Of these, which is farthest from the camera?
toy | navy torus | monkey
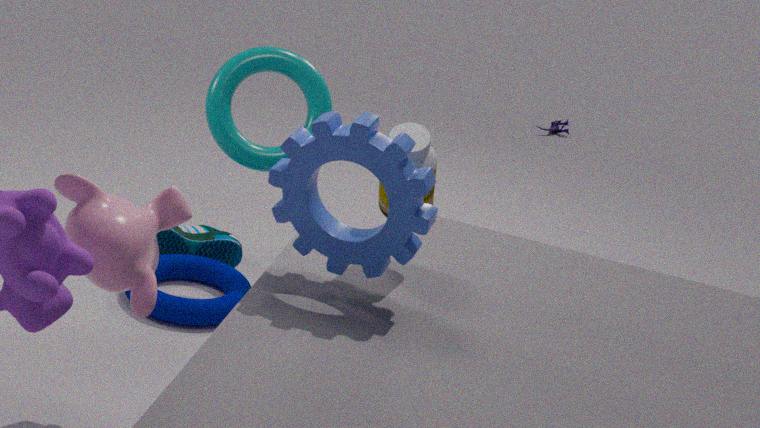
toy
